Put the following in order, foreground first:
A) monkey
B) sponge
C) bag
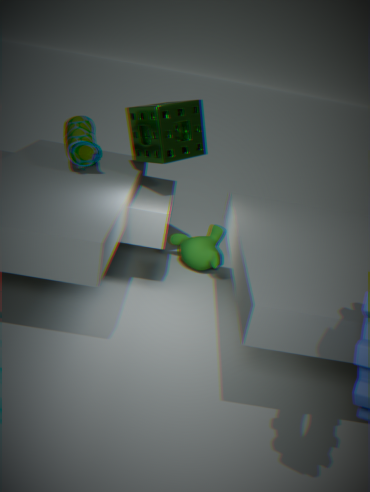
bag, sponge, monkey
